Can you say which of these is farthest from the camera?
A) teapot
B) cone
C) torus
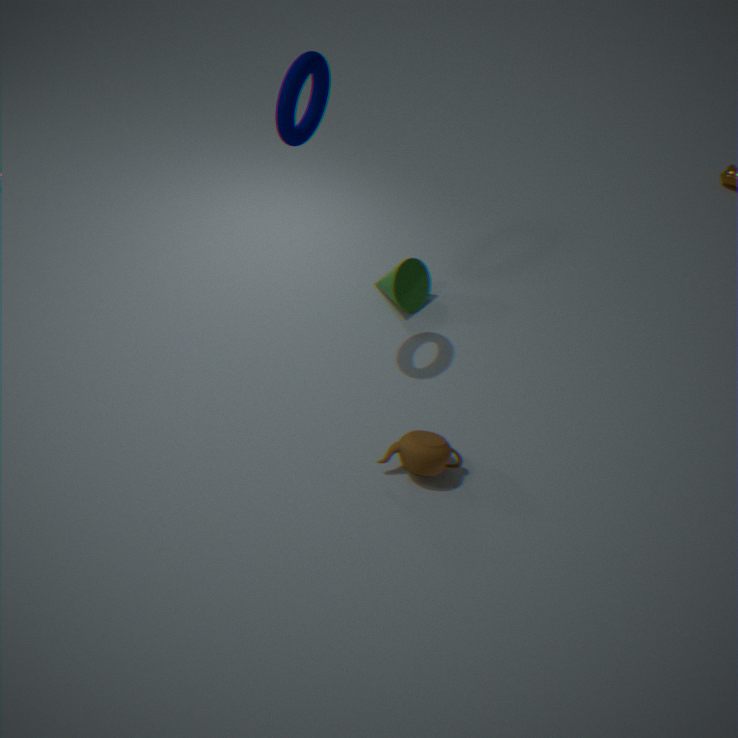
cone
